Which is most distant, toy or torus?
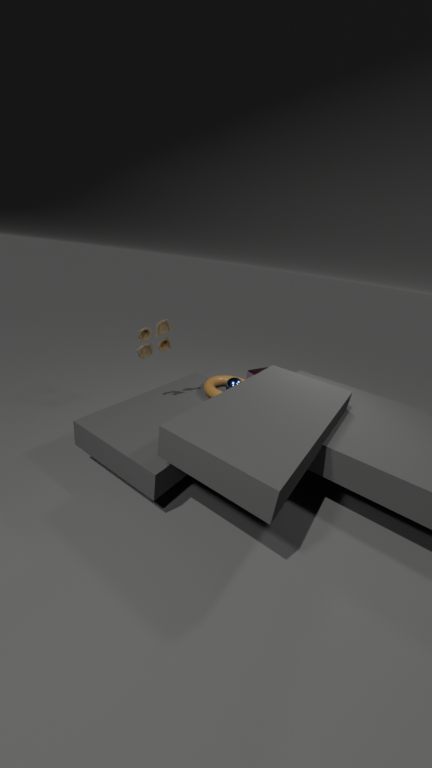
torus
